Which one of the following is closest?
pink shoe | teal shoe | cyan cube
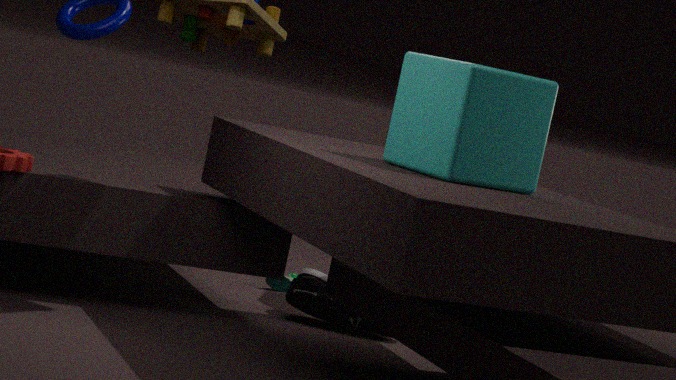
cyan cube
